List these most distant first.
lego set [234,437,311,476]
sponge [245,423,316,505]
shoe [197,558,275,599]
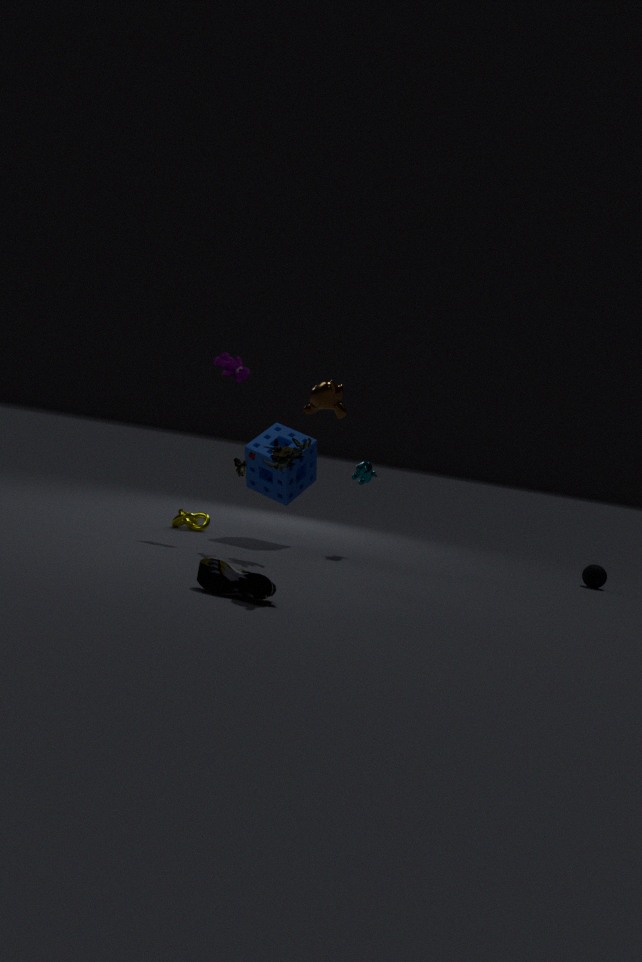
sponge [245,423,316,505], lego set [234,437,311,476], shoe [197,558,275,599]
